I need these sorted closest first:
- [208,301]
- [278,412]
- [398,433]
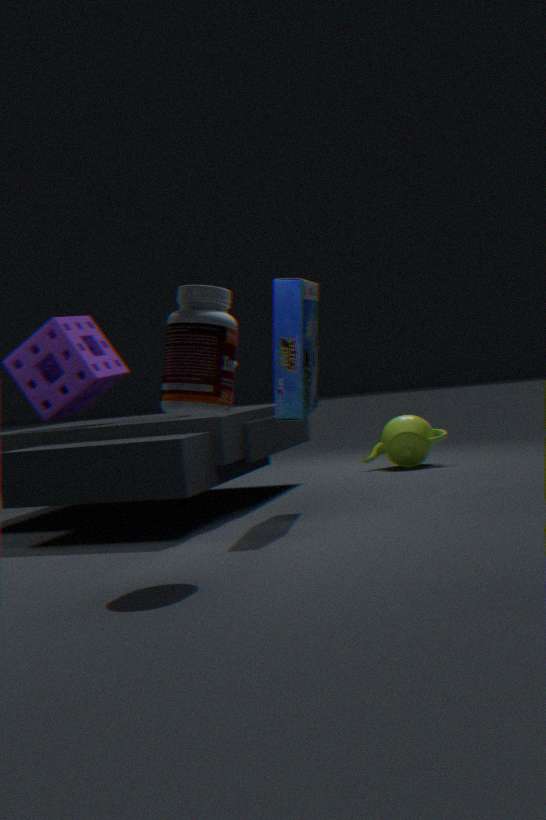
[208,301] → [278,412] → [398,433]
